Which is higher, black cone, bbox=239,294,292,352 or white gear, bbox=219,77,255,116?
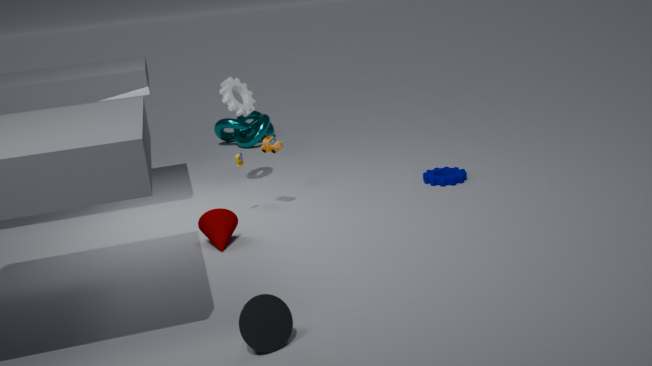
white gear, bbox=219,77,255,116
